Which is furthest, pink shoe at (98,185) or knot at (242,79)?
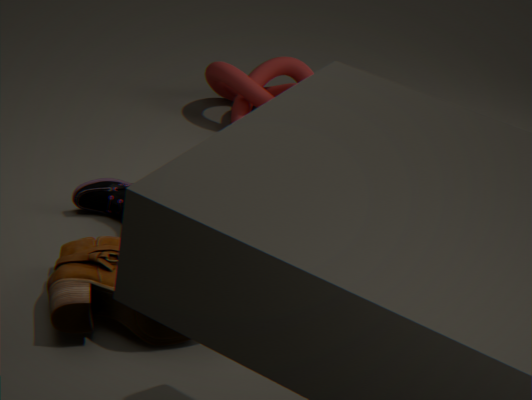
knot at (242,79)
